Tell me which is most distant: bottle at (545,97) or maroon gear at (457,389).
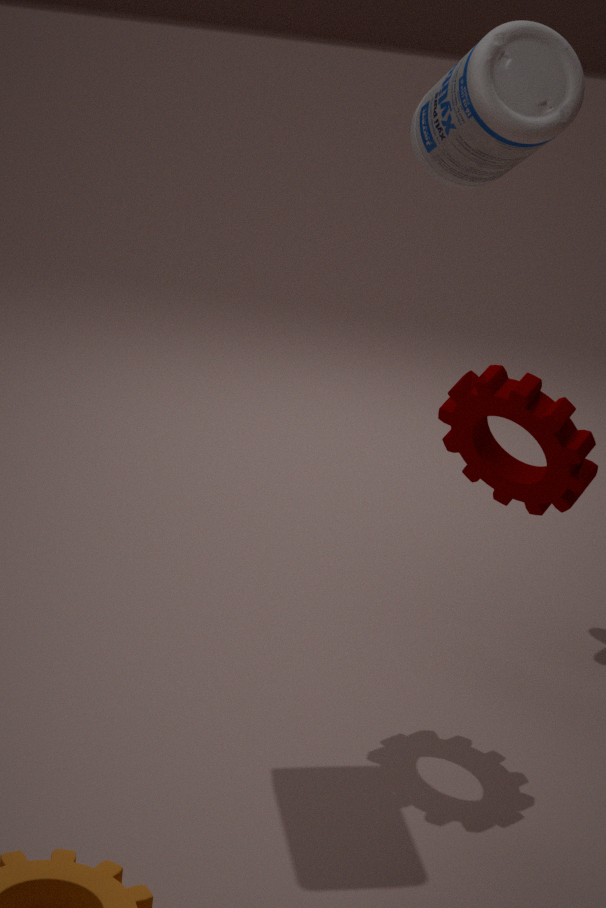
maroon gear at (457,389)
